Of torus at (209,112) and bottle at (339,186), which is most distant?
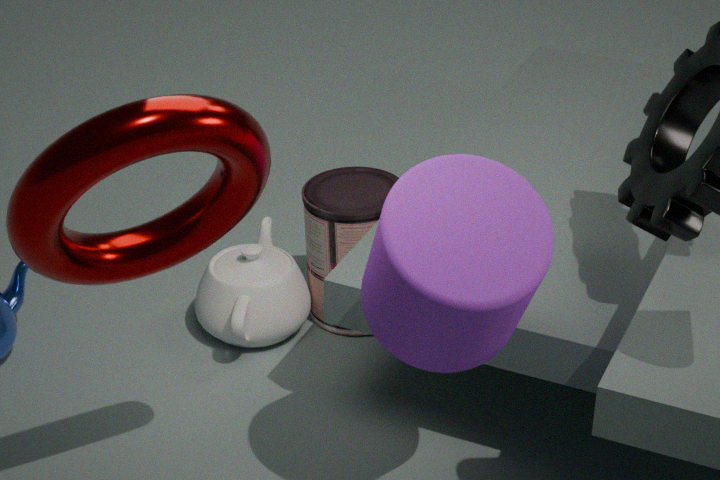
bottle at (339,186)
